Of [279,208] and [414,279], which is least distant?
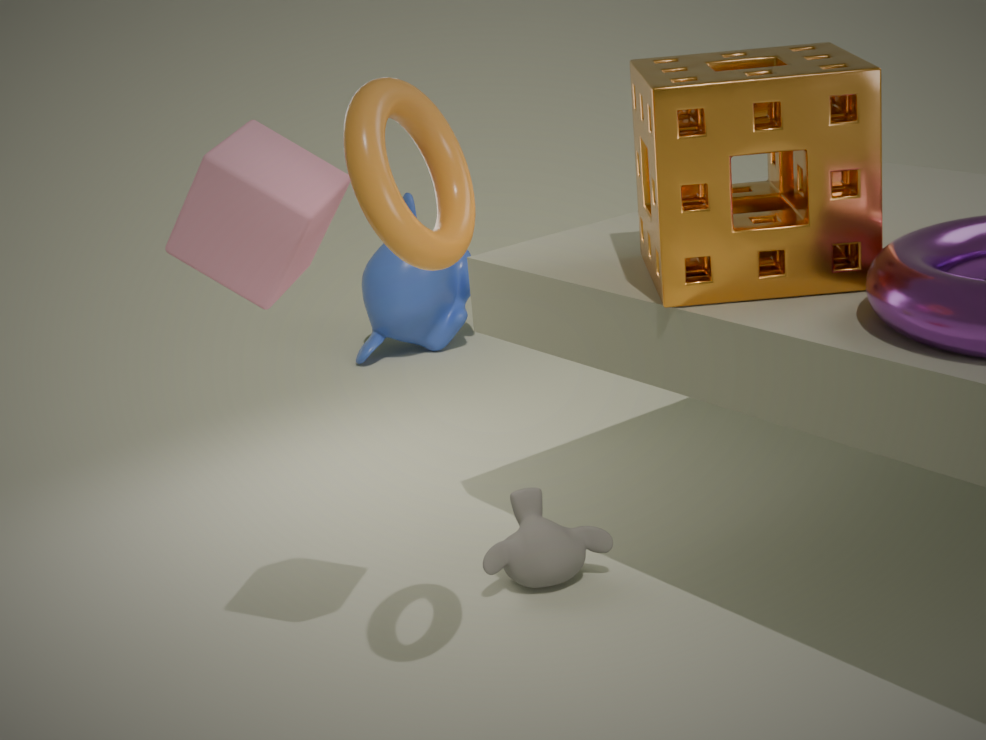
[279,208]
